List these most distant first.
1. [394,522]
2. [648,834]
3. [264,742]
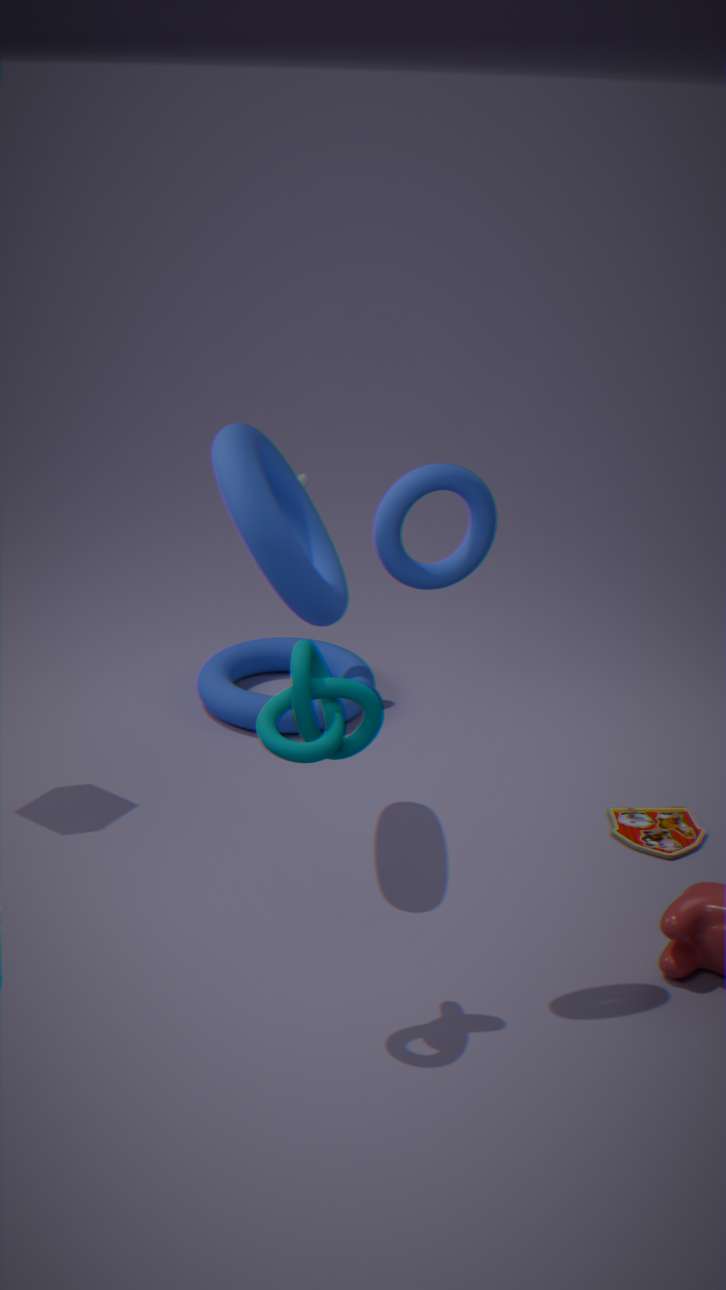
[648,834] < [394,522] < [264,742]
